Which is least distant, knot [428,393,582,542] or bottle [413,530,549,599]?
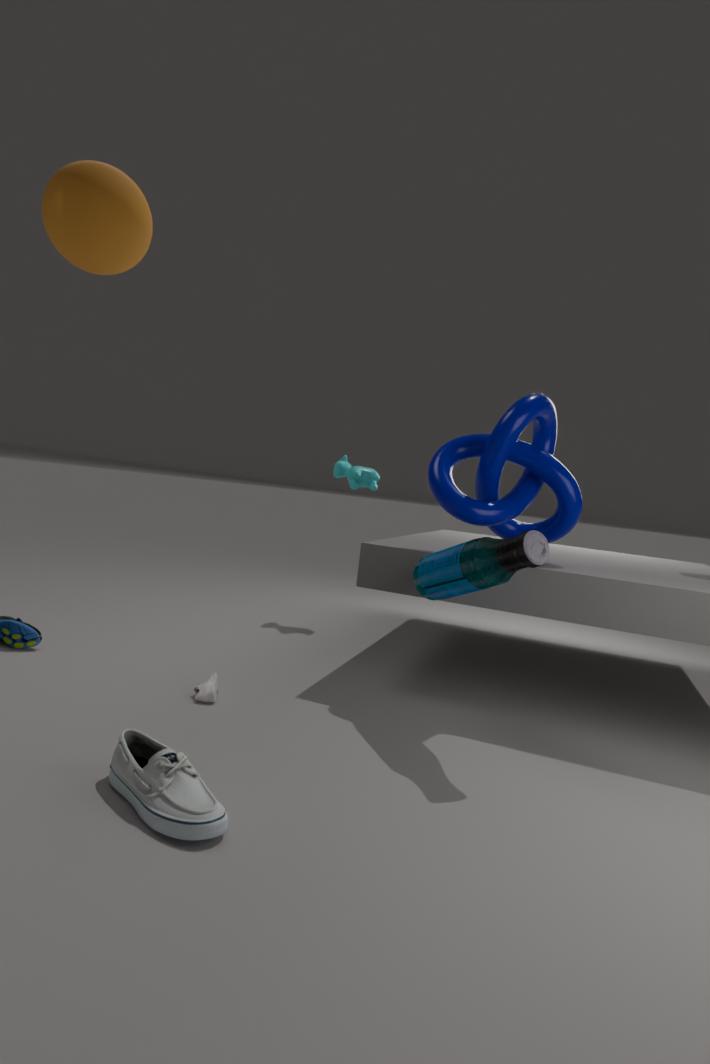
bottle [413,530,549,599]
